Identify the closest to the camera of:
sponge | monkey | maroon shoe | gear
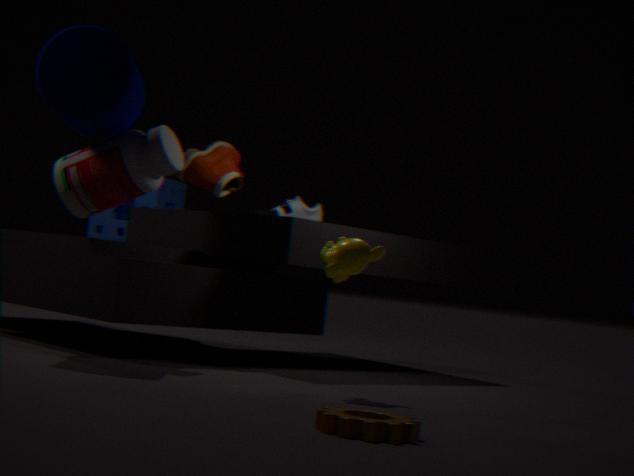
gear
